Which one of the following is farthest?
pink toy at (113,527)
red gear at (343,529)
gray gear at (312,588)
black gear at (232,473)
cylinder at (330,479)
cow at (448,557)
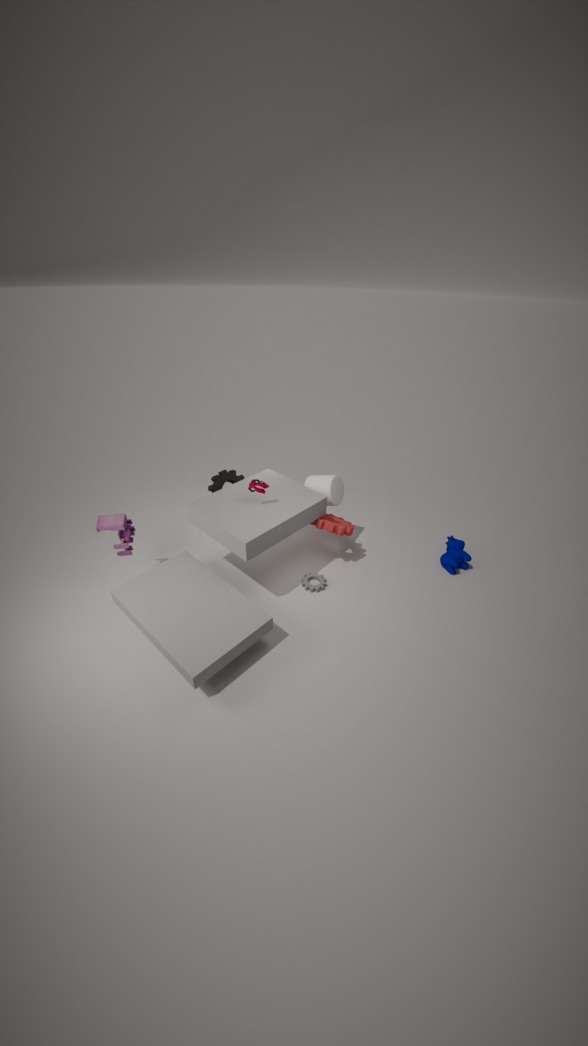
black gear at (232,473)
